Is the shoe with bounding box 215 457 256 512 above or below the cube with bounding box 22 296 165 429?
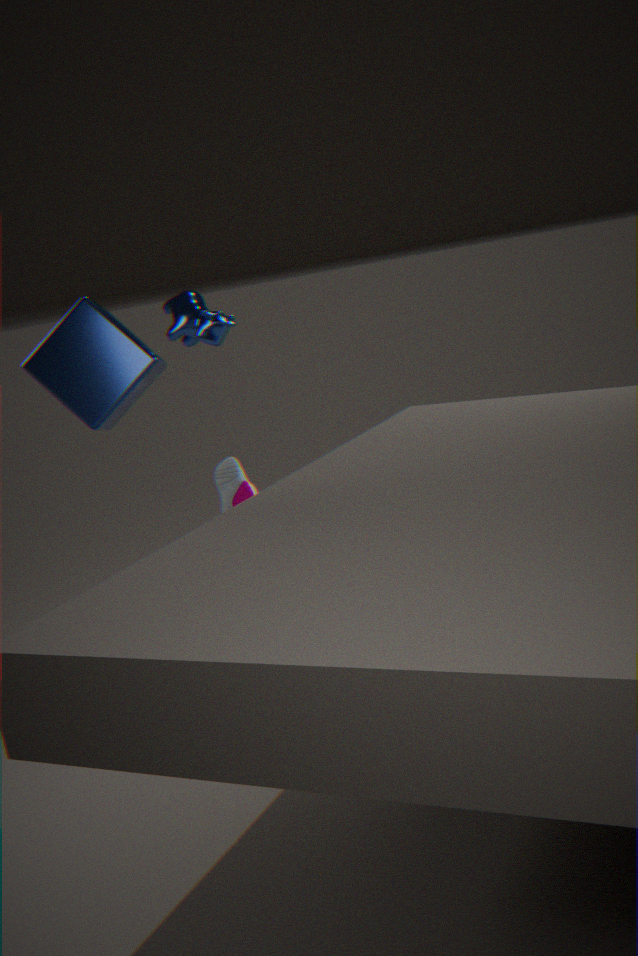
below
